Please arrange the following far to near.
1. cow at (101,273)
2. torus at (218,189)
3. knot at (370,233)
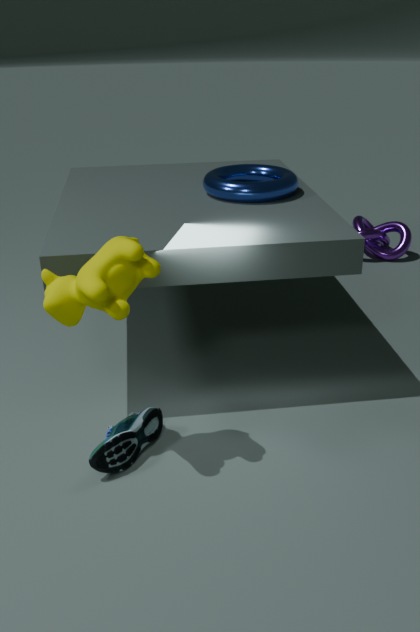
knot at (370,233), torus at (218,189), cow at (101,273)
